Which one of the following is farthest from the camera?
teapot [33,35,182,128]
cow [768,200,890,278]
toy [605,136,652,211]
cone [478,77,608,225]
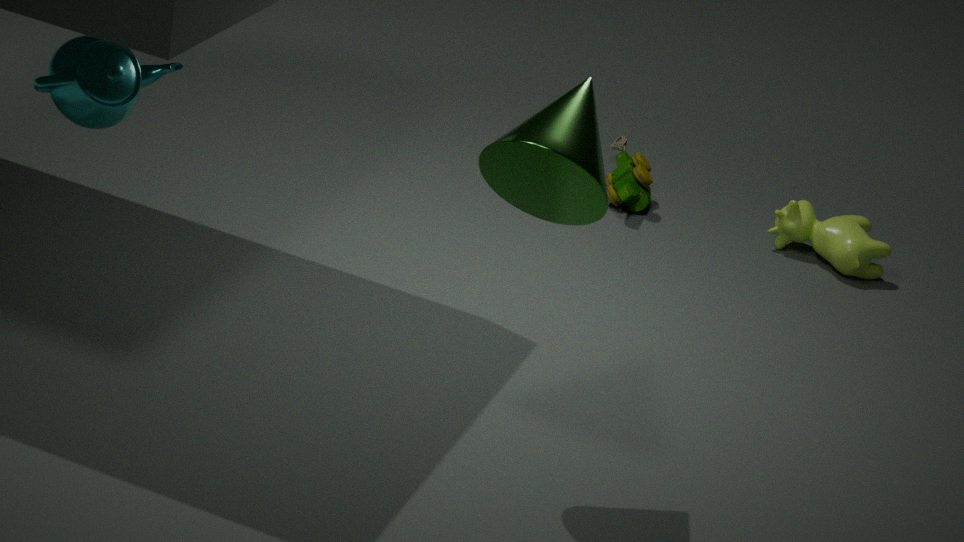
toy [605,136,652,211]
